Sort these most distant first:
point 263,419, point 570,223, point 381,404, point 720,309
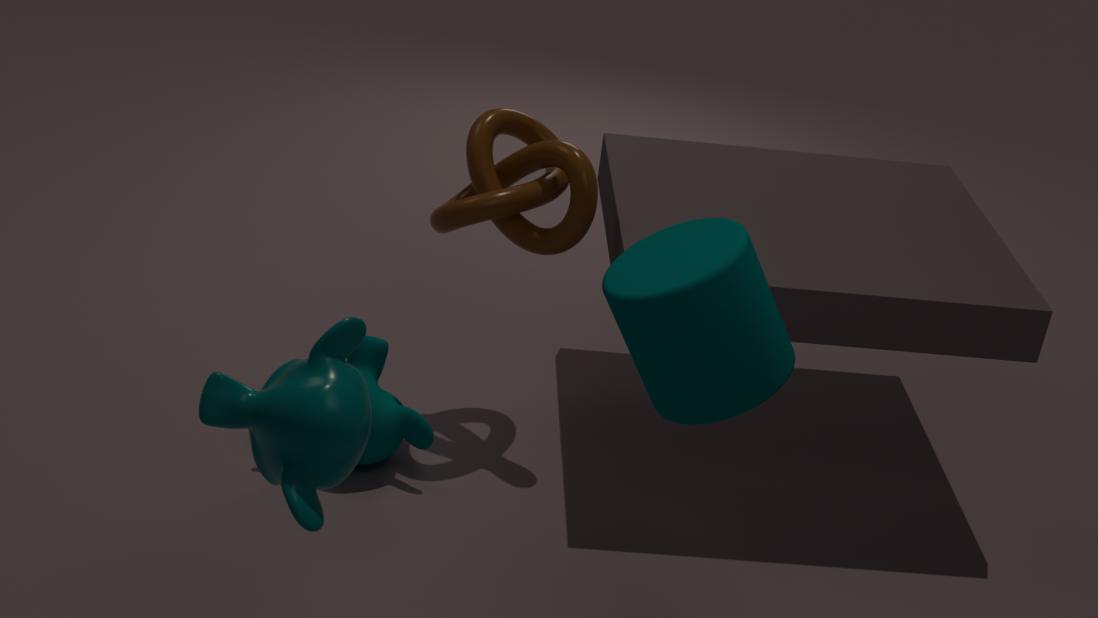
point 570,223 < point 381,404 < point 263,419 < point 720,309
